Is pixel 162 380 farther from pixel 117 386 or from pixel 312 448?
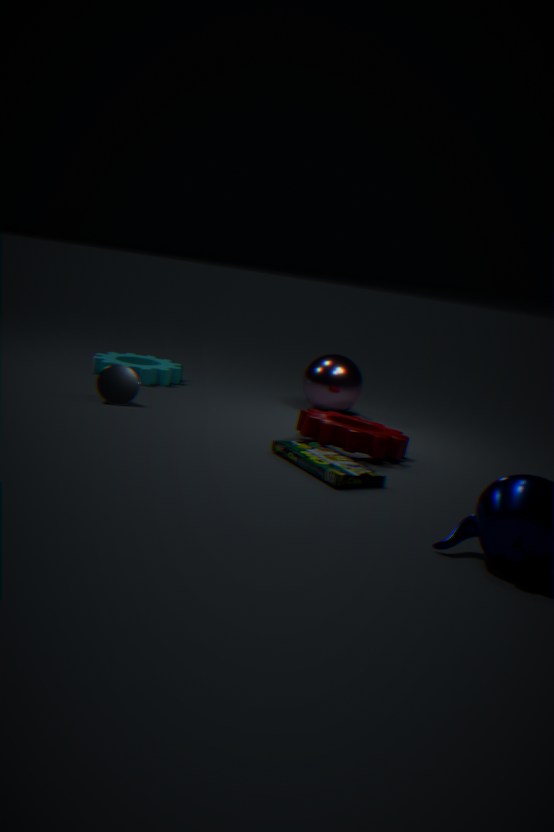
→ pixel 312 448
